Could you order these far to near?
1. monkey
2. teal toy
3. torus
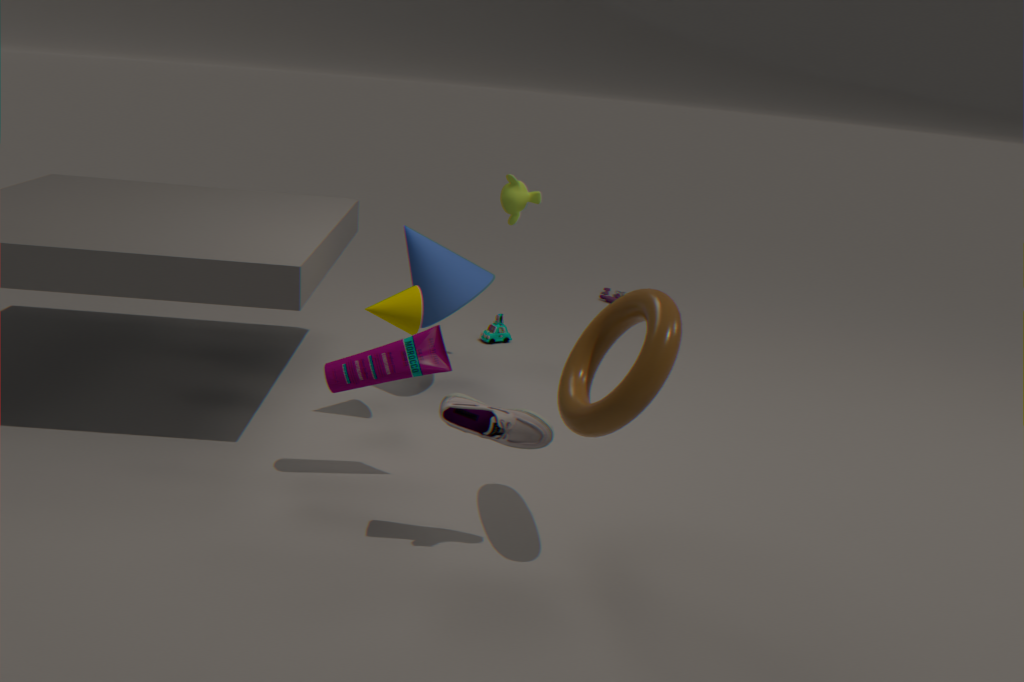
teal toy < monkey < torus
